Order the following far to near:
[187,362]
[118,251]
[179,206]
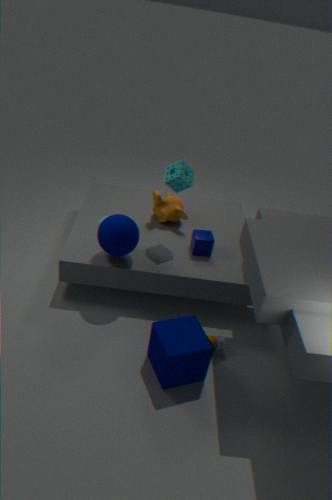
[179,206]
[118,251]
[187,362]
